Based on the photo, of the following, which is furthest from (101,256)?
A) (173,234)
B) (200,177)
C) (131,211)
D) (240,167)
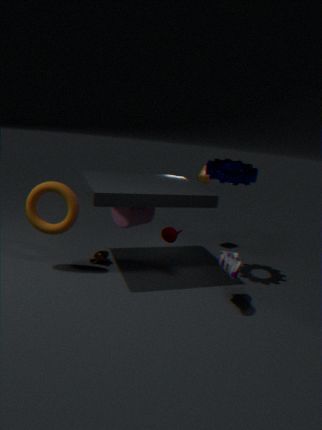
(200,177)
